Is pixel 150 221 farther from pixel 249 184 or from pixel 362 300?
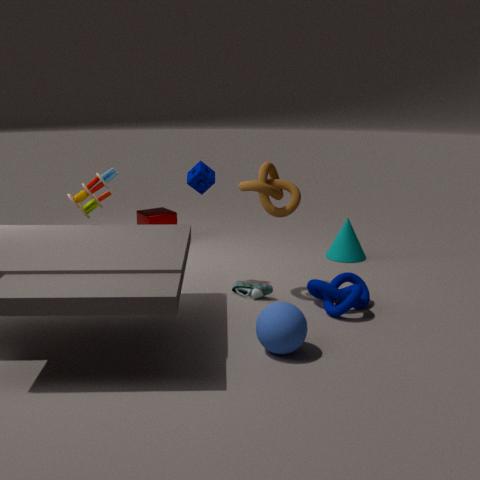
pixel 362 300
